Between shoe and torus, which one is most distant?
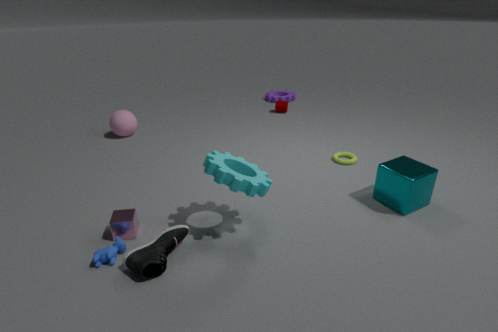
torus
